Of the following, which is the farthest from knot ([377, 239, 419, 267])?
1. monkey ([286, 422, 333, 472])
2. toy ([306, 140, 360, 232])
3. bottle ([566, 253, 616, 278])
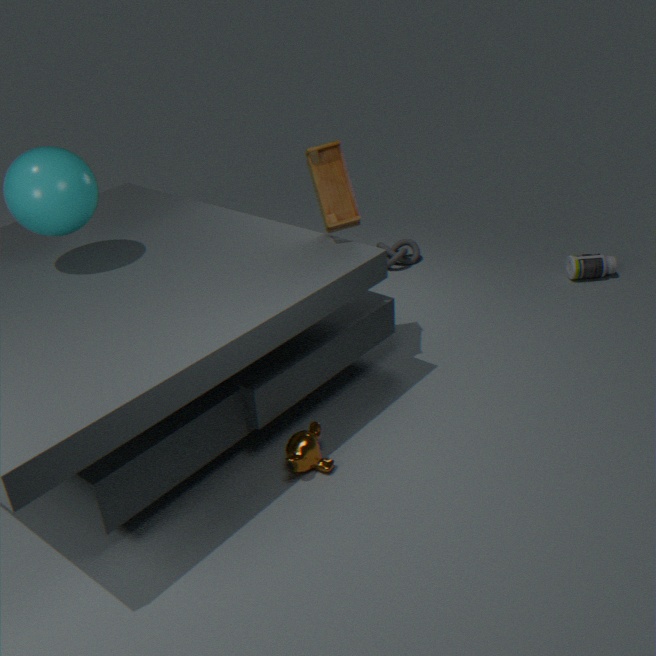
monkey ([286, 422, 333, 472])
